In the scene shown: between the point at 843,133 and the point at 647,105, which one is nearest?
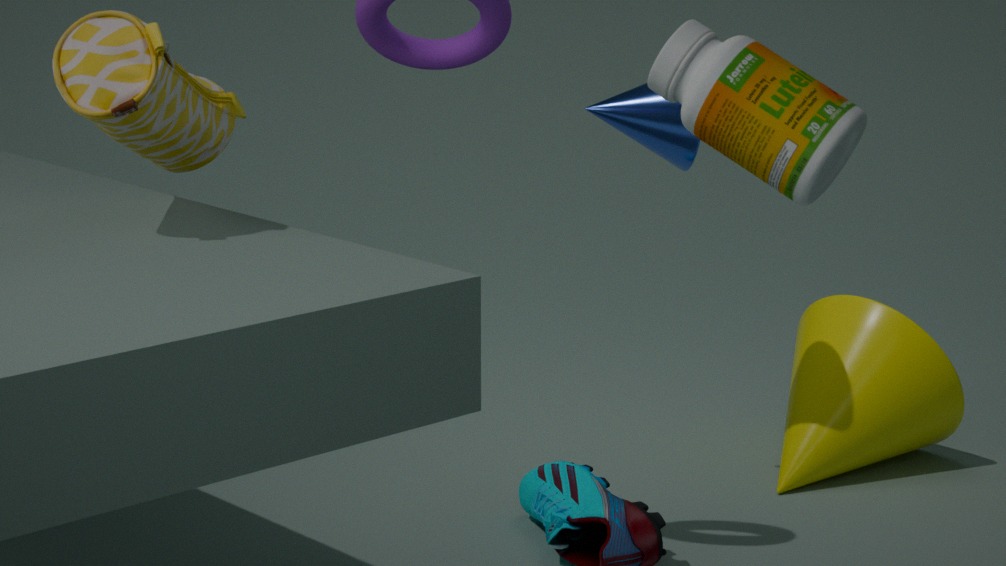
the point at 843,133
